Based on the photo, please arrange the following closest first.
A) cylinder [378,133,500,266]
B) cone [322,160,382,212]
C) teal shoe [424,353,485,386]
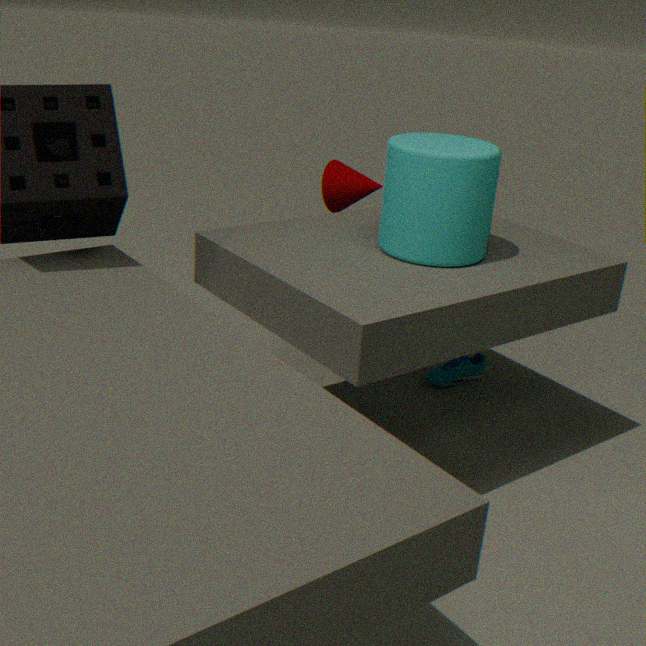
cylinder [378,133,500,266] < cone [322,160,382,212] < teal shoe [424,353,485,386]
